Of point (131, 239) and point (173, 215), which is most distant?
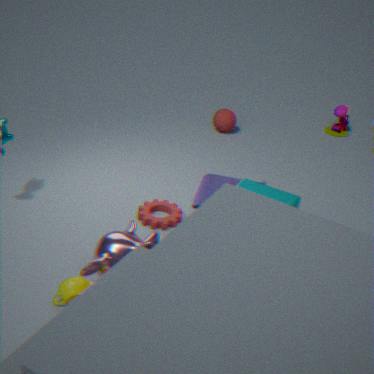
point (173, 215)
